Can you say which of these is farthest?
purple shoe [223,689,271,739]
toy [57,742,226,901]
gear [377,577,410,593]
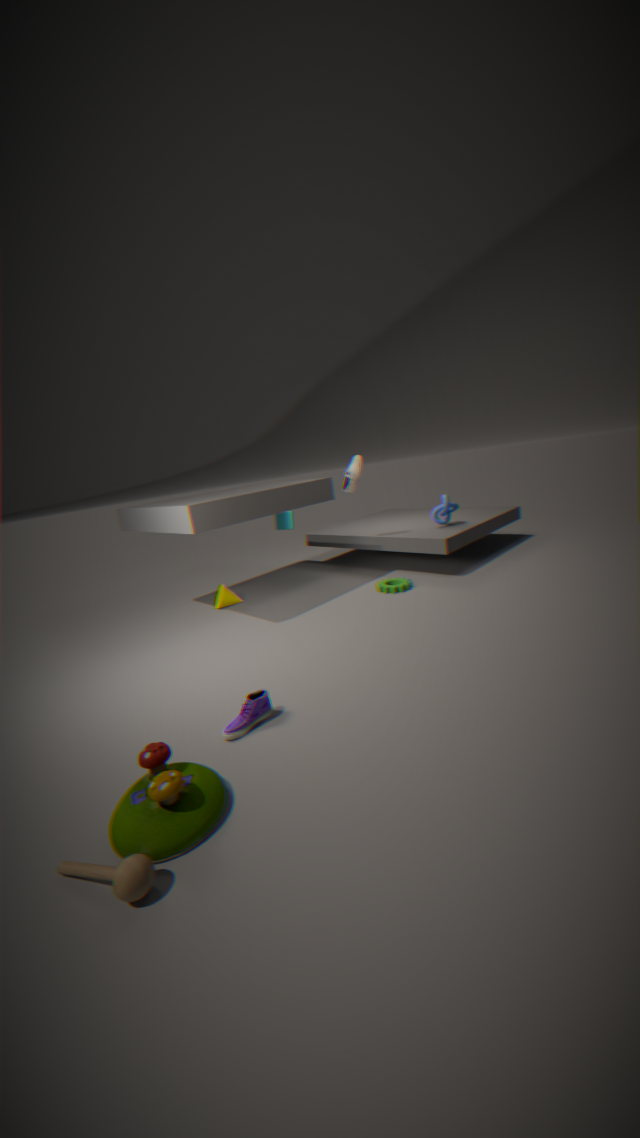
gear [377,577,410,593]
